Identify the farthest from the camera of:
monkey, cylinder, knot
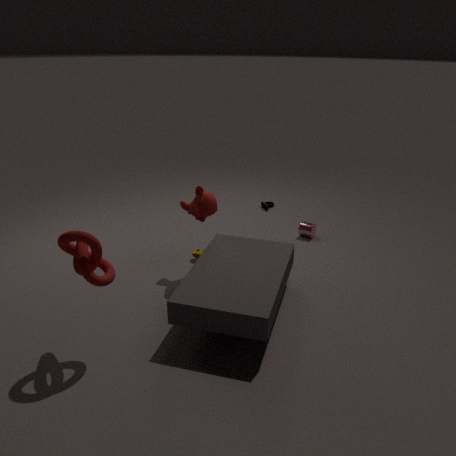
cylinder
